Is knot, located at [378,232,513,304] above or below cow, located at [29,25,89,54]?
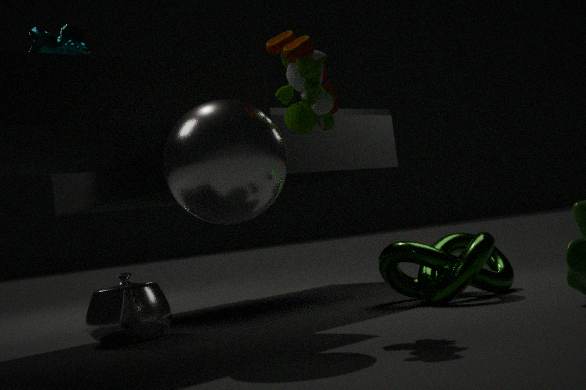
below
